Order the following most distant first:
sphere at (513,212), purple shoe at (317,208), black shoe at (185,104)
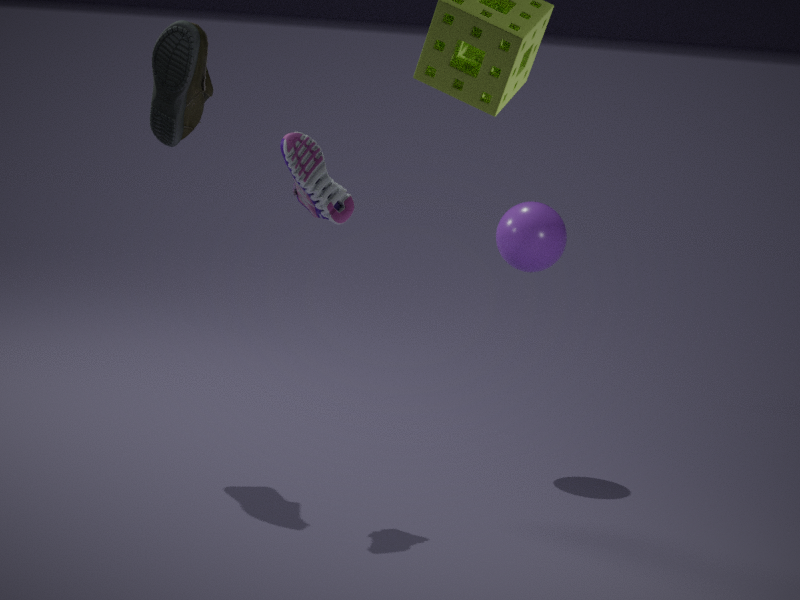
1. sphere at (513,212)
2. black shoe at (185,104)
3. purple shoe at (317,208)
